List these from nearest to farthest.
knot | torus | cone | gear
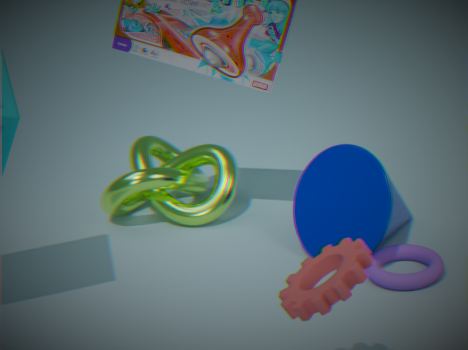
1. gear
2. torus
3. cone
4. knot
